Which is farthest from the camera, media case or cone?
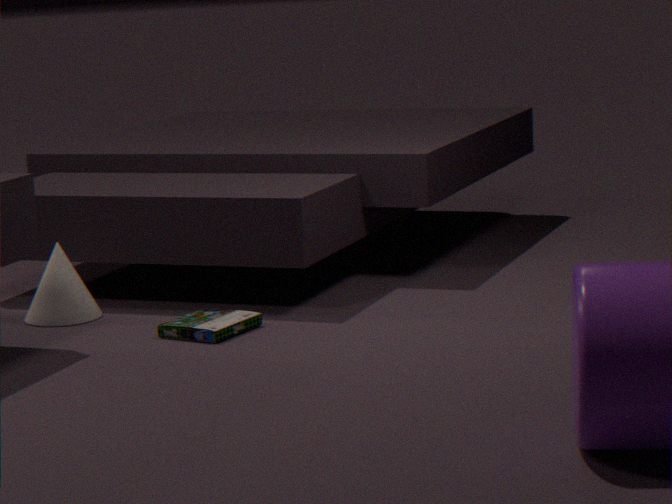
cone
